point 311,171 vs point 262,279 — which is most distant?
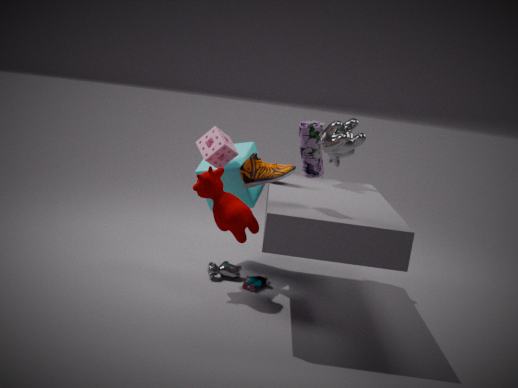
point 262,279
